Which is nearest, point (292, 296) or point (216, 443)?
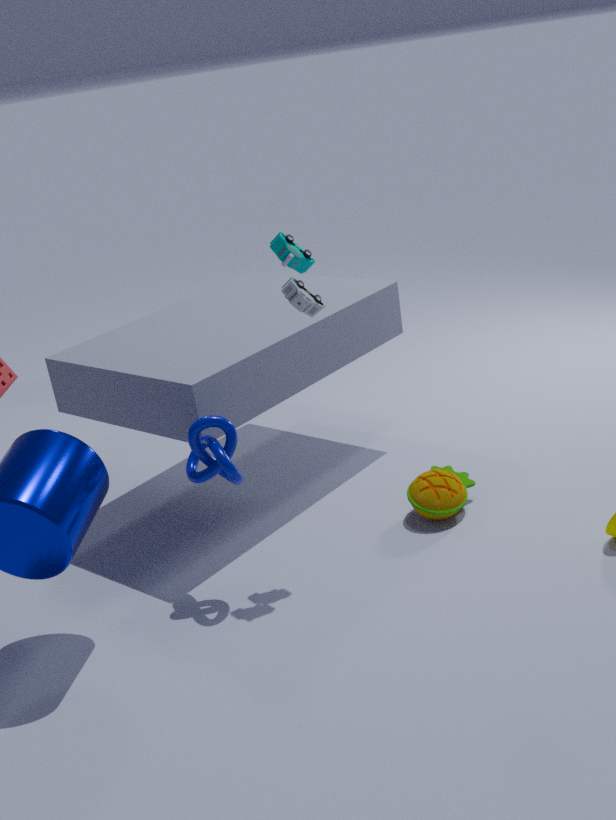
point (292, 296)
